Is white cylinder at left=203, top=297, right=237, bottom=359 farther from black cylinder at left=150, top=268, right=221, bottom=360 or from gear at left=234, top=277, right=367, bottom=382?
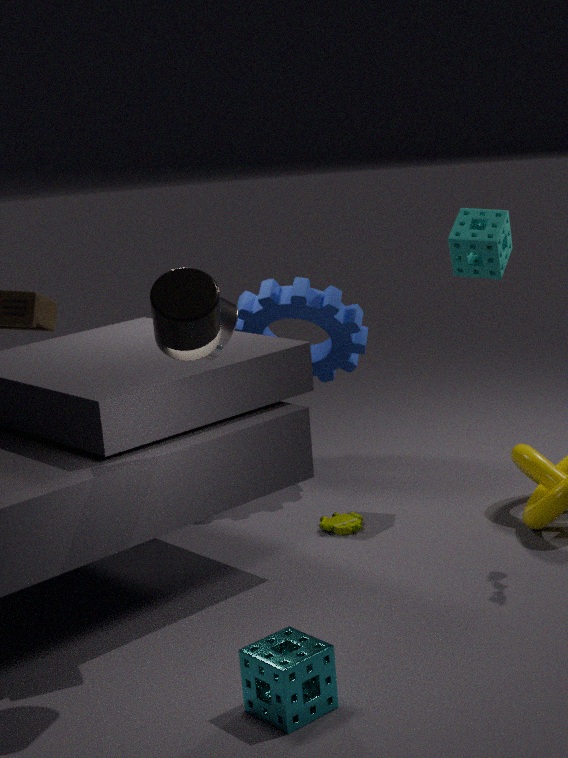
gear at left=234, top=277, right=367, bottom=382
